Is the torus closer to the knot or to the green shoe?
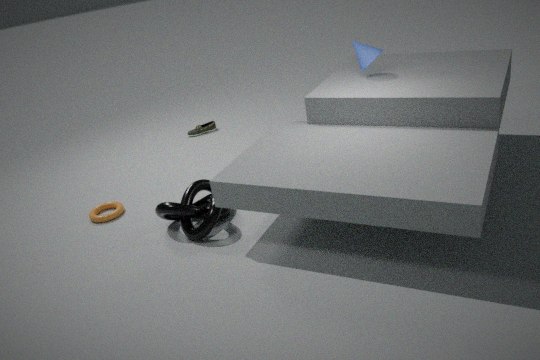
the knot
